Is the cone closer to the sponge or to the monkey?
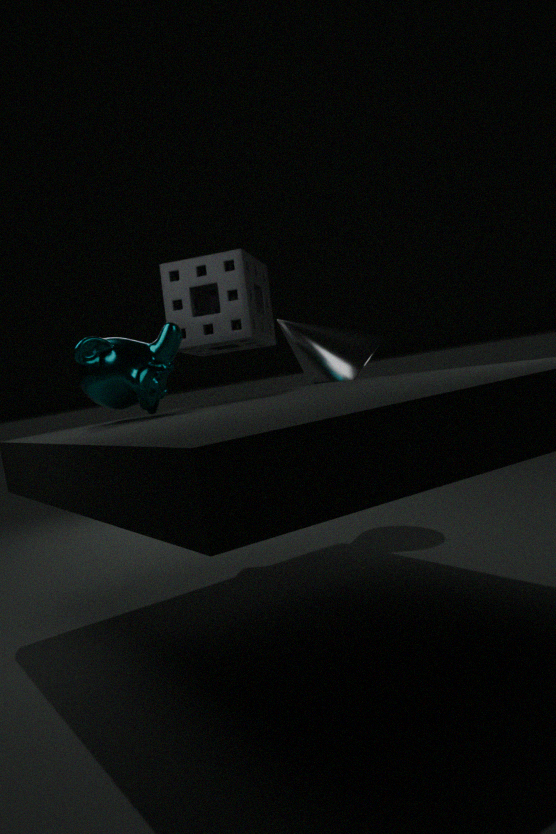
the sponge
